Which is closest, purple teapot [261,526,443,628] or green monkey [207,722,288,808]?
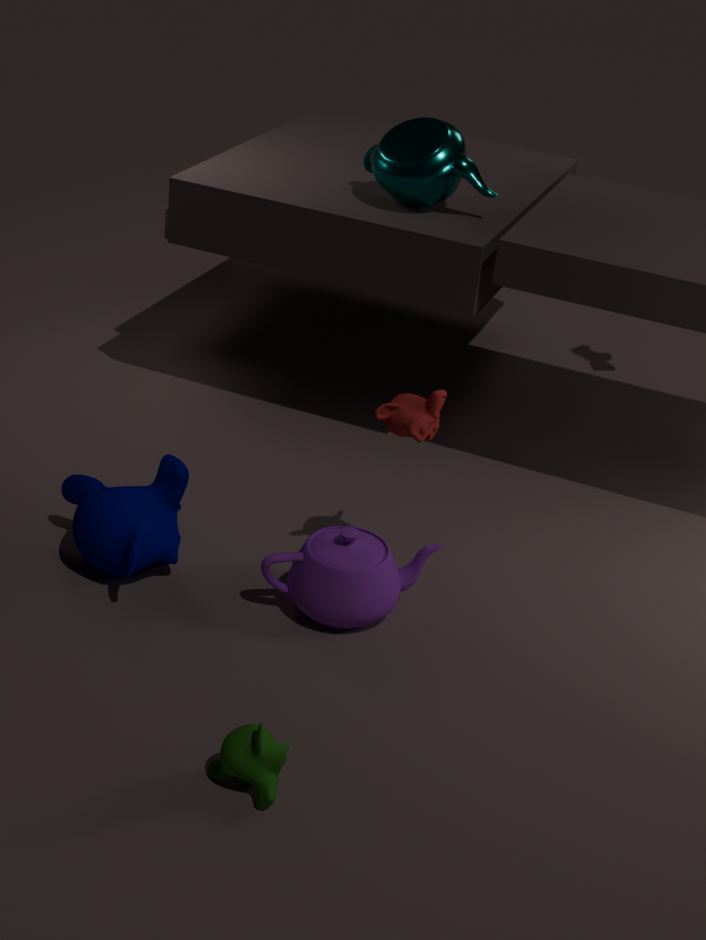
green monkey [207,722,288,808]
